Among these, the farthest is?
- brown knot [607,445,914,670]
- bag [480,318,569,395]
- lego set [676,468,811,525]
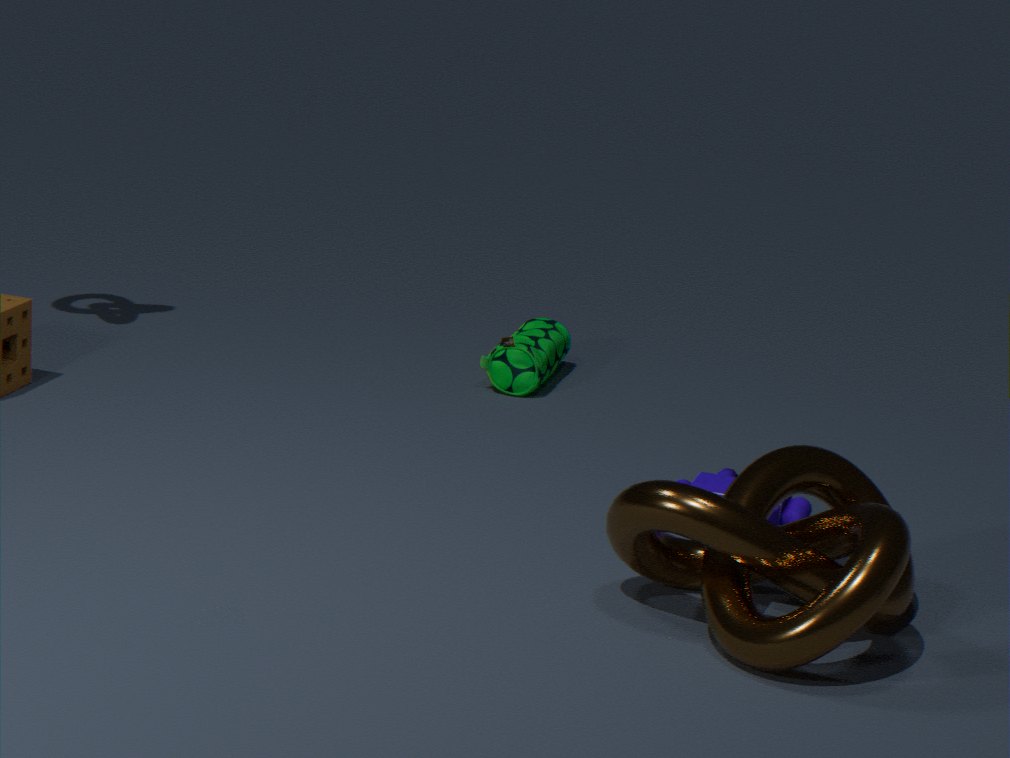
bag [480,318,569,395]
